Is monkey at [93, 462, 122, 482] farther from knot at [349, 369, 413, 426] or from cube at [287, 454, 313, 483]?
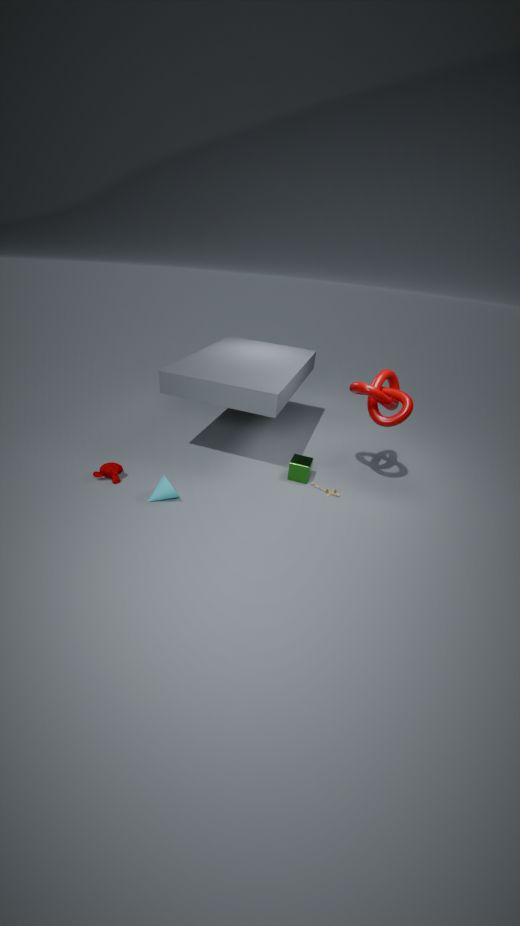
knot at [349, 369, 413, 426]
